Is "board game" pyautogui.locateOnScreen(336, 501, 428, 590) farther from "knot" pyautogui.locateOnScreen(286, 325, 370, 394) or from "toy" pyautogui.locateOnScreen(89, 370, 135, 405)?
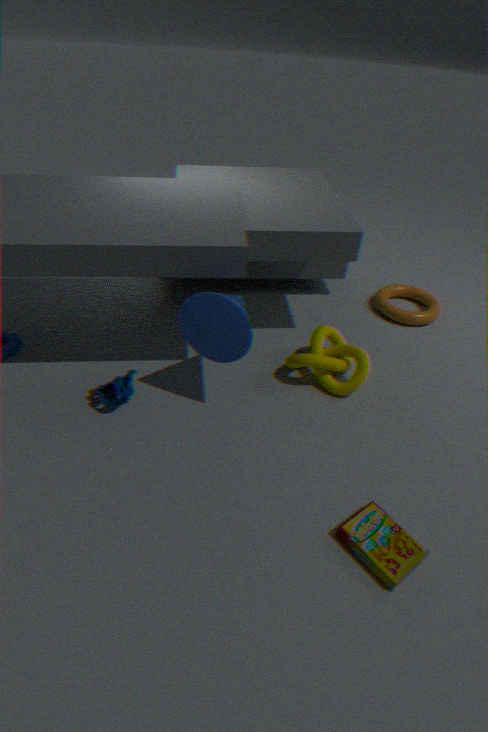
"toy" pyautogui.locateOnScreen(89, 370, 135, 405)
